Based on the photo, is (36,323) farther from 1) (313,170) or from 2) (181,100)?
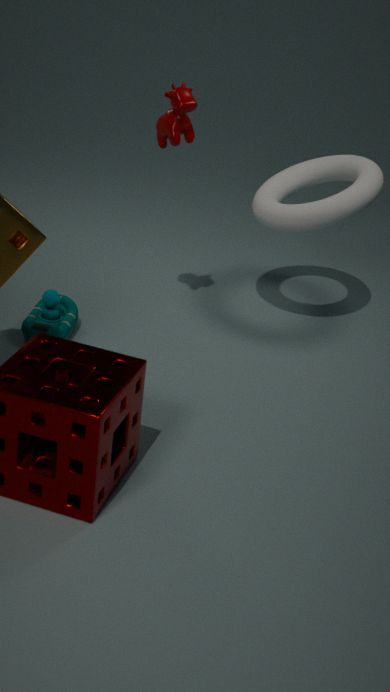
1) (313,170)
